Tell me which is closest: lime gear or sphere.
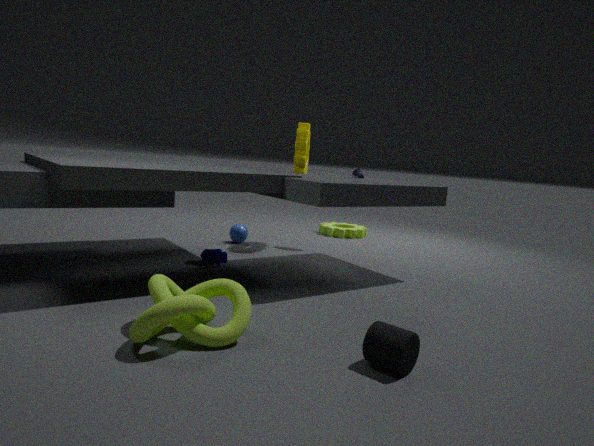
sphere
